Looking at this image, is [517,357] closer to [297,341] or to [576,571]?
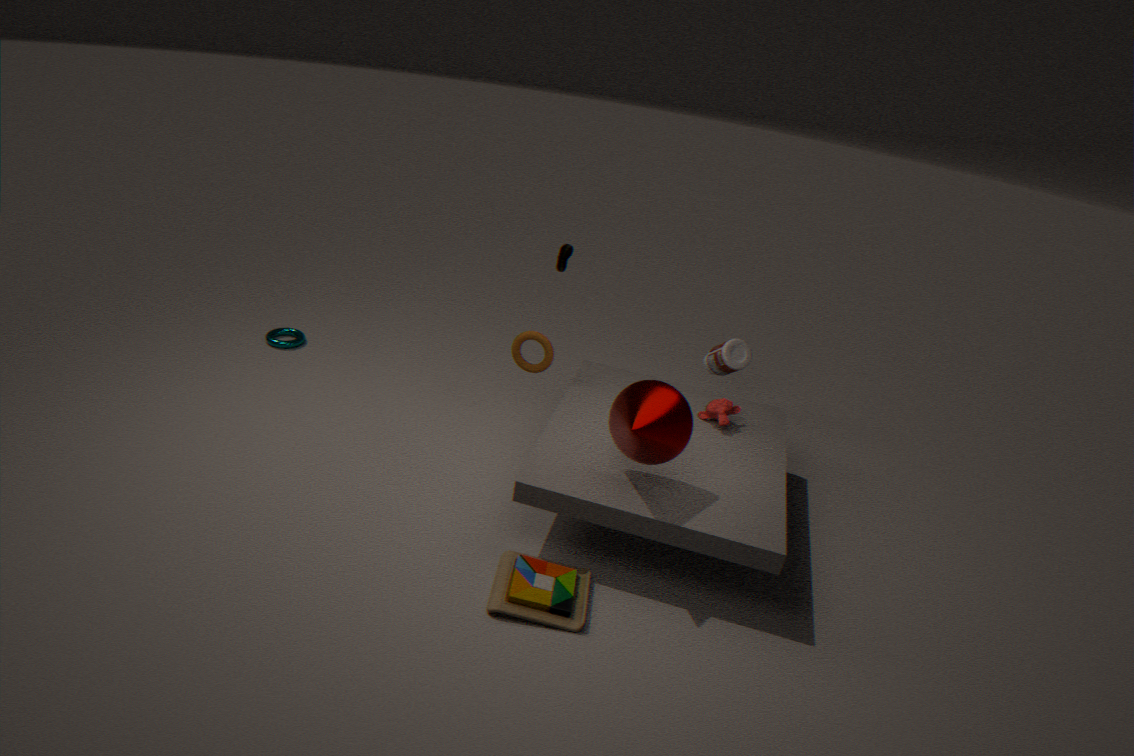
[576,571]
